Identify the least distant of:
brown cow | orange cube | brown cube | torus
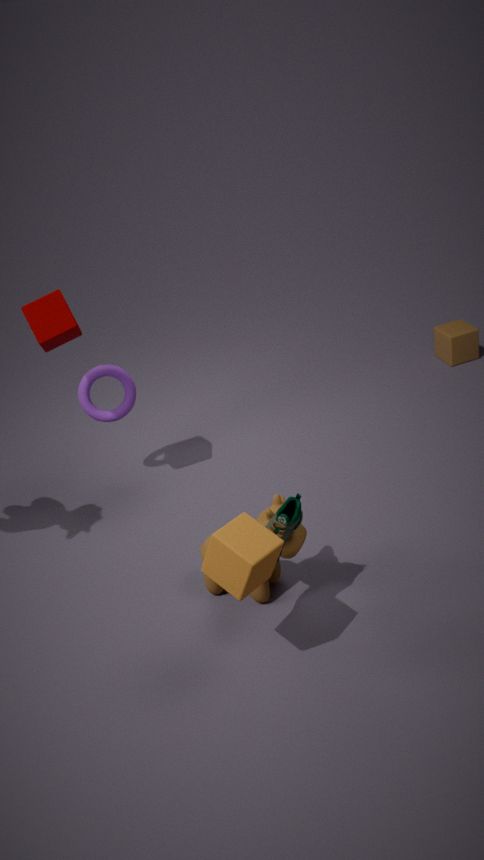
orange cube
